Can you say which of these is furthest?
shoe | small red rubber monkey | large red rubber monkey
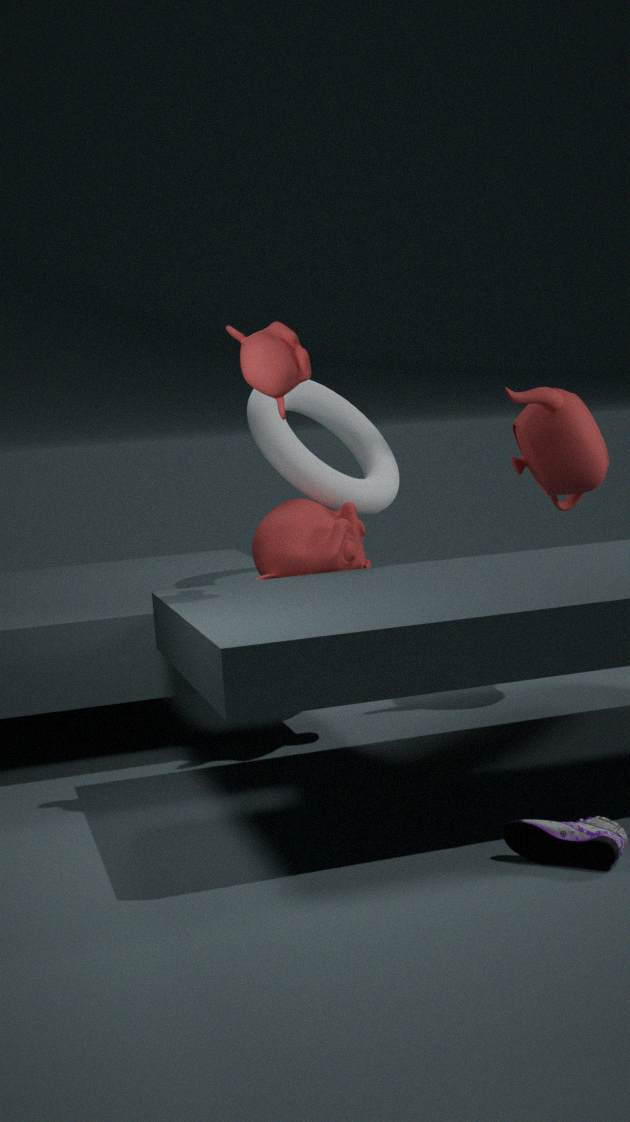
large red rubber monkey
